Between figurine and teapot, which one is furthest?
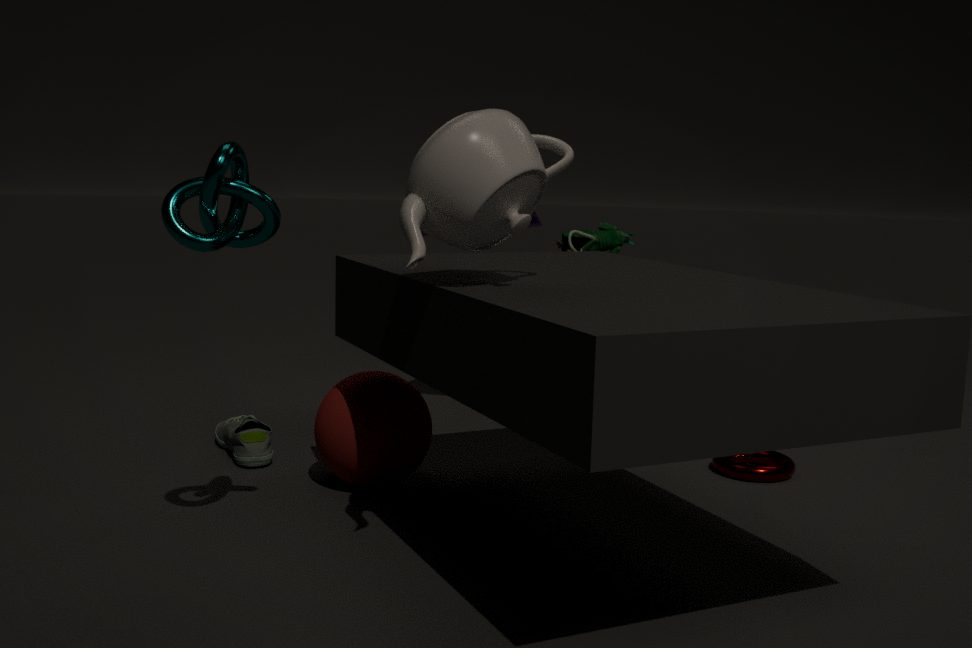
figurine
